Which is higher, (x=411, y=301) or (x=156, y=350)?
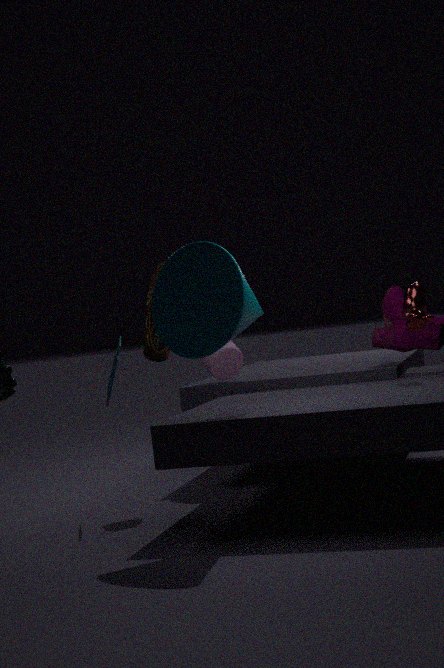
(x=156, y=350)
